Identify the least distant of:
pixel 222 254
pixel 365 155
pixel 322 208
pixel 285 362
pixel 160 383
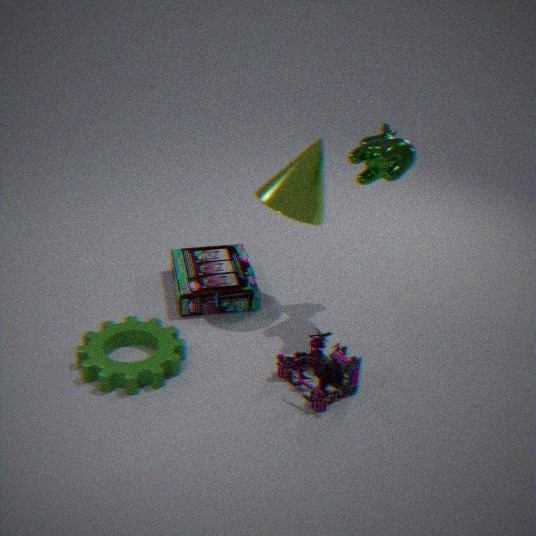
pixel 160 383
